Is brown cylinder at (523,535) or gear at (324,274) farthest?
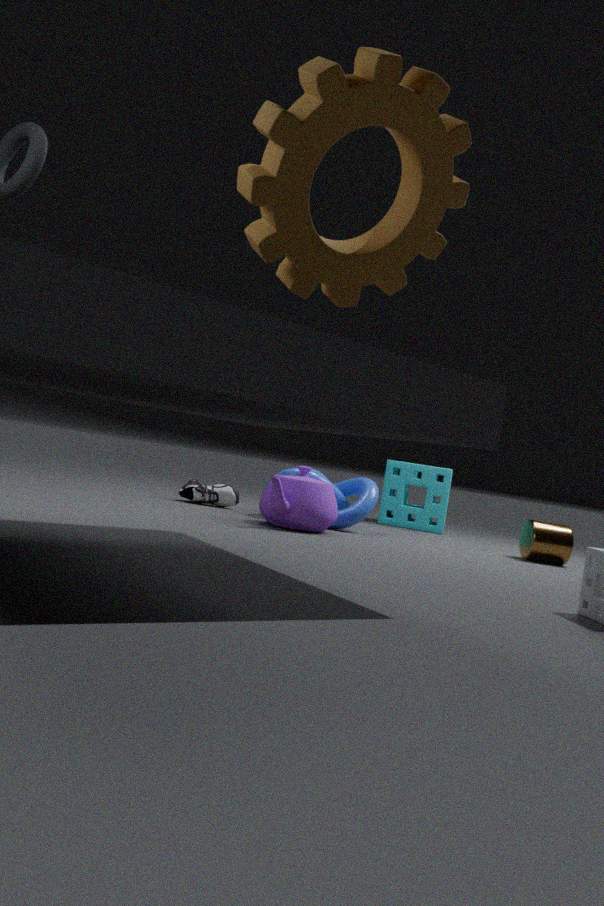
brown cylinder at (523,535)
